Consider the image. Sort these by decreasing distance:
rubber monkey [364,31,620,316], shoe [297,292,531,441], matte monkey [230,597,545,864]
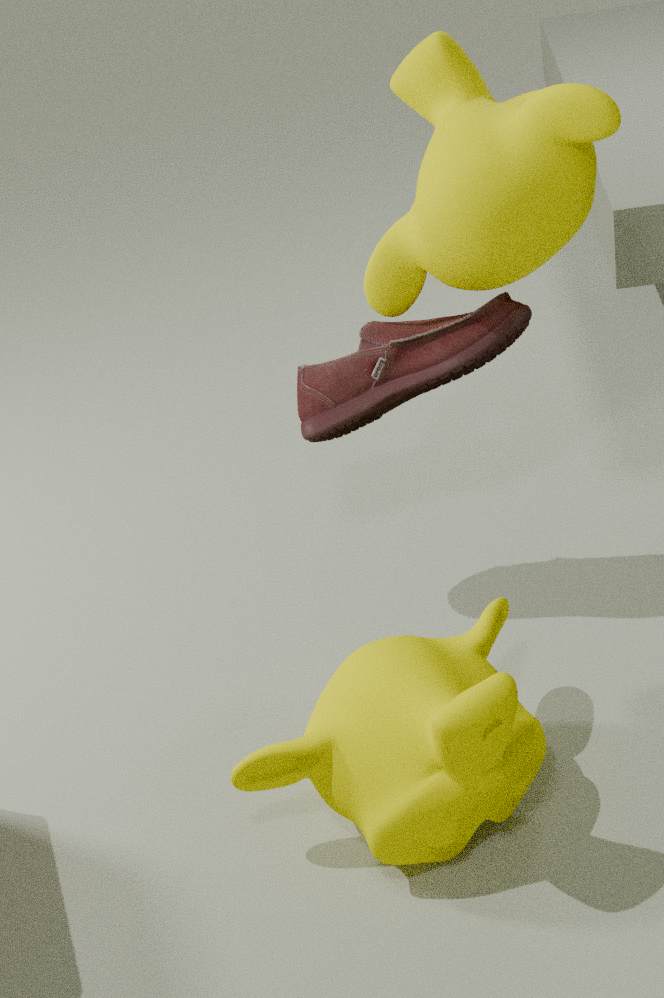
shoe [297,292,531,441], rubber monkey [364,31,620,316], matte monkey [230,597,545,864]
